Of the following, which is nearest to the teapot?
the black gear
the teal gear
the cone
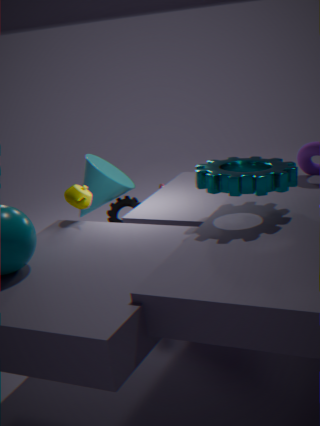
the cone
